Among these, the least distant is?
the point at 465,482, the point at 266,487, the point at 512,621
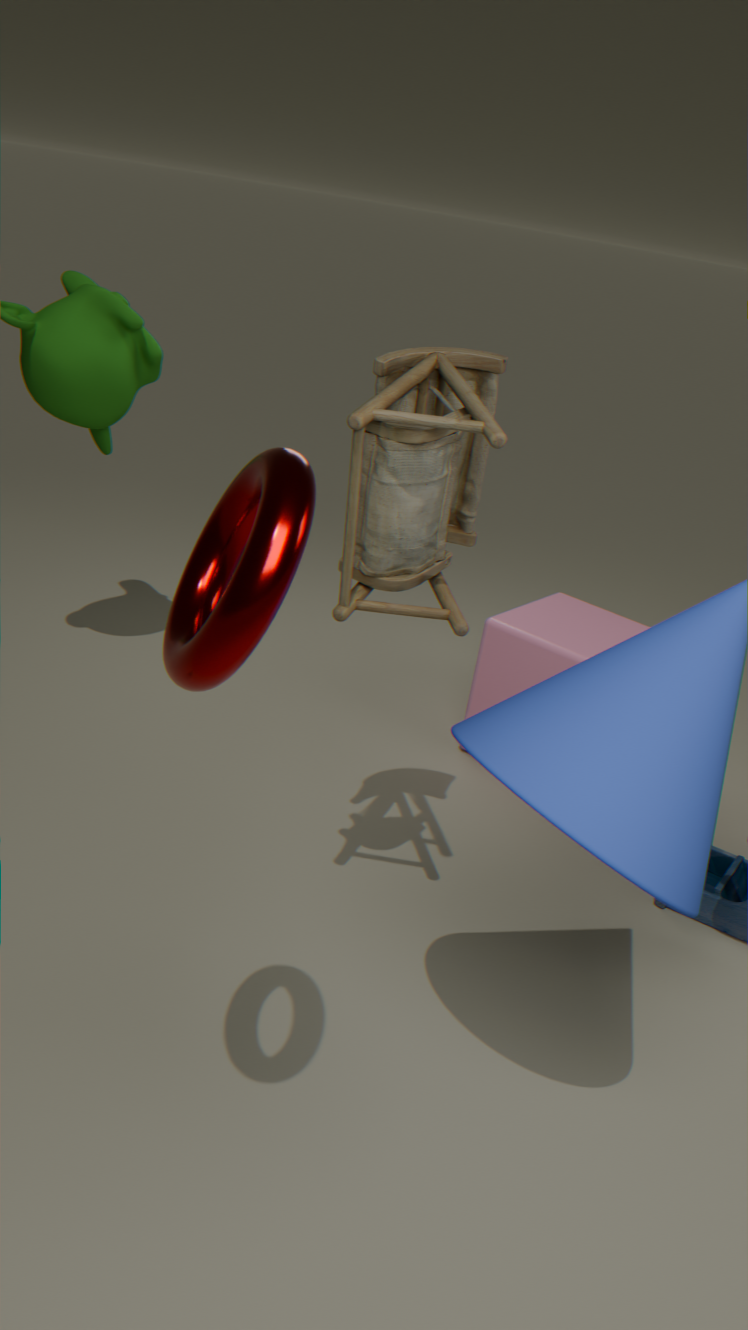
the point at 266,487
